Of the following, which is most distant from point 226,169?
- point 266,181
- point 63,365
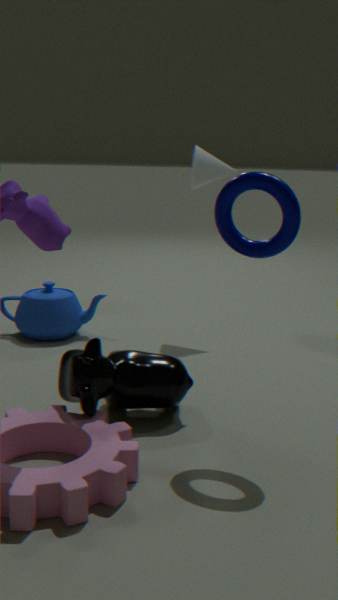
point 63,365
